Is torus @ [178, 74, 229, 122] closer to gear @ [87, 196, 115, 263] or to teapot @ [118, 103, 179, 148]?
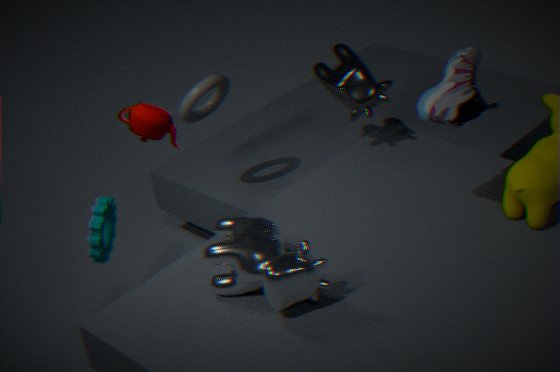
teapot @ [118, 103, 179, 148]
